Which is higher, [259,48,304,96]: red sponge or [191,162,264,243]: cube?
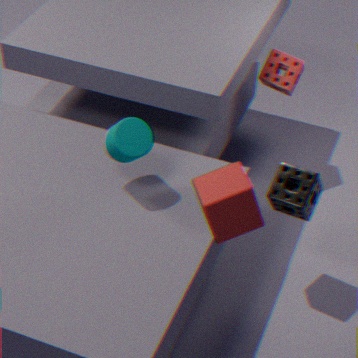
[191,162,264,243]: cube
